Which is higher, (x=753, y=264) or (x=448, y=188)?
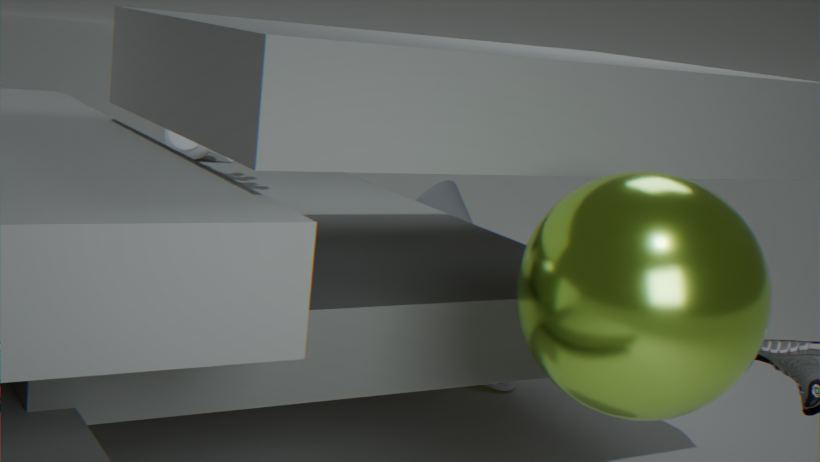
(x=753, y=264)
